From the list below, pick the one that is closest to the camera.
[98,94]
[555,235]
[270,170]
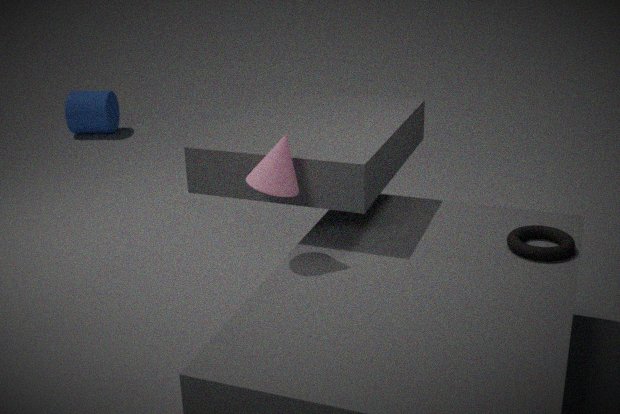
[270,170]
